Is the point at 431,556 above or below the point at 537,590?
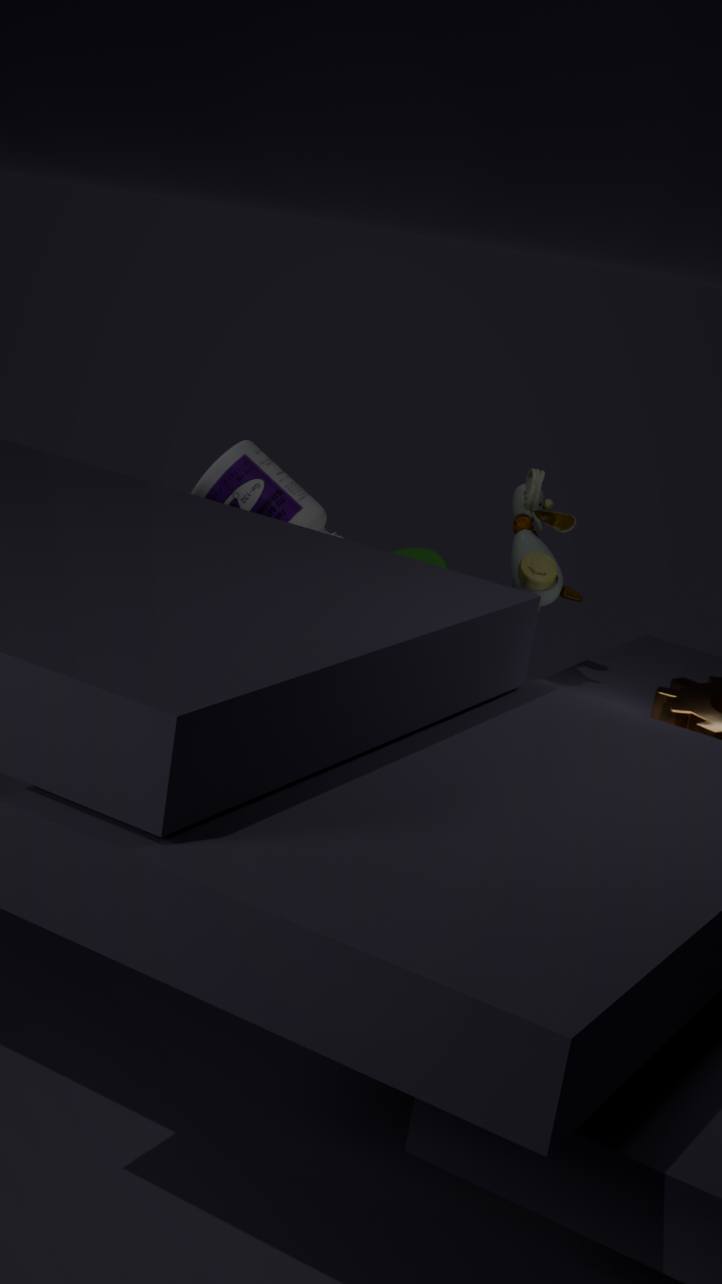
below
